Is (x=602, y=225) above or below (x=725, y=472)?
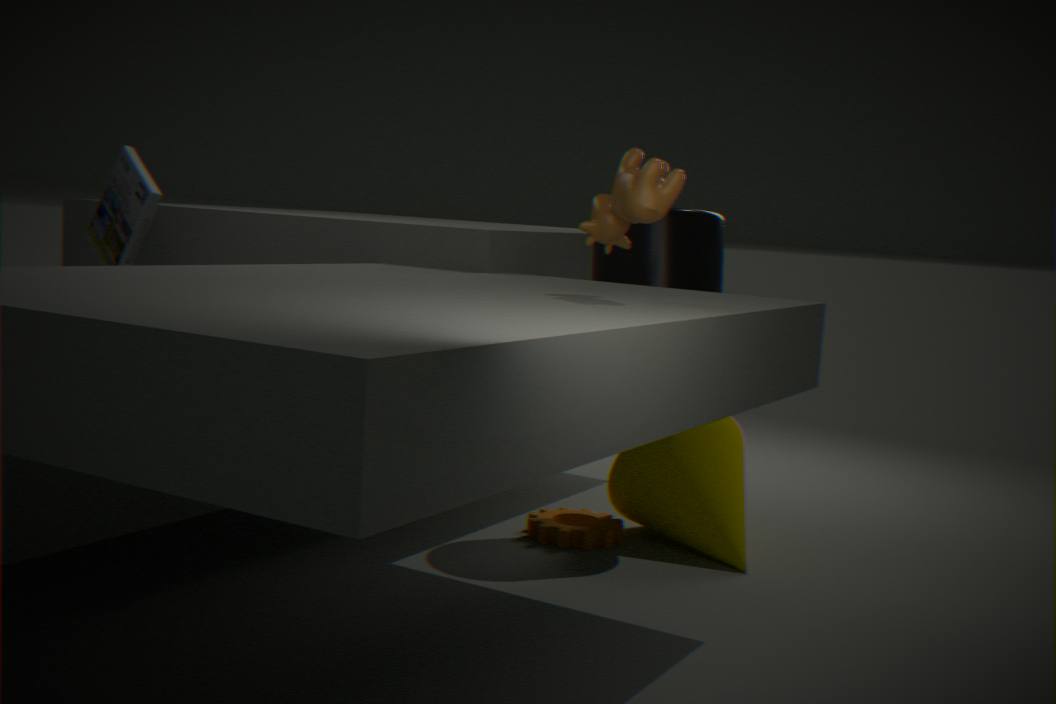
above
